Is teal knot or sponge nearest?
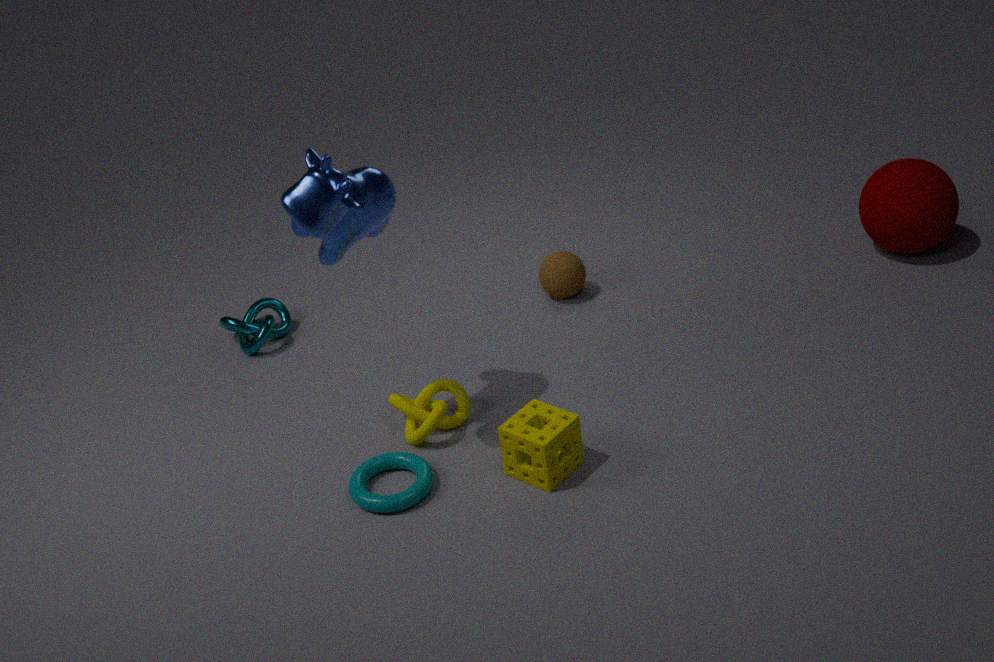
sponge
